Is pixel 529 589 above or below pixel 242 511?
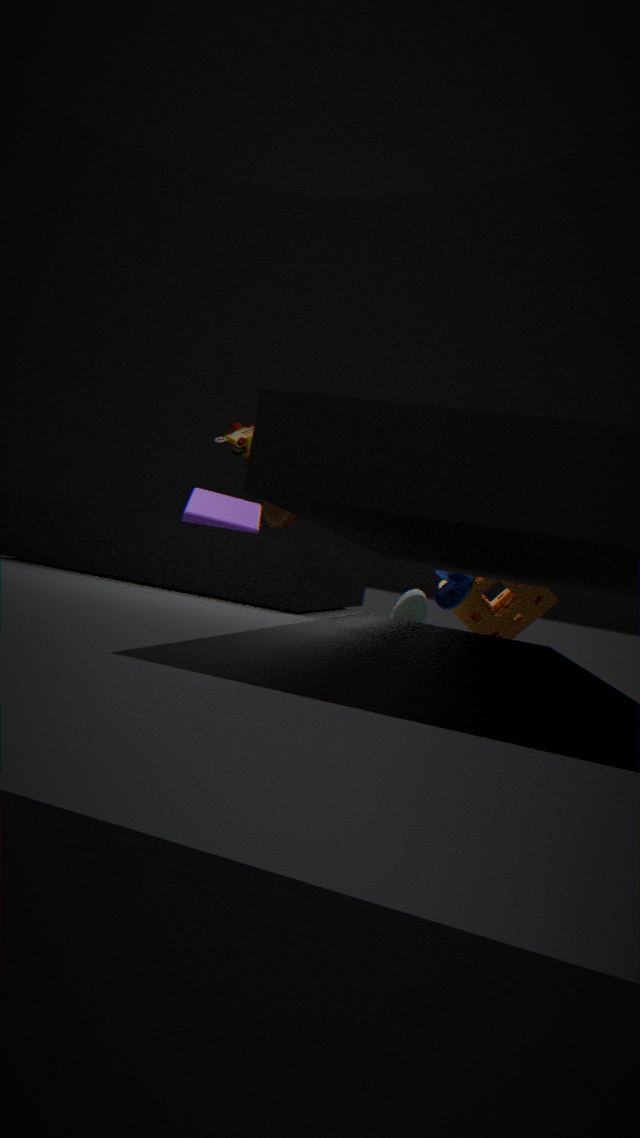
below
